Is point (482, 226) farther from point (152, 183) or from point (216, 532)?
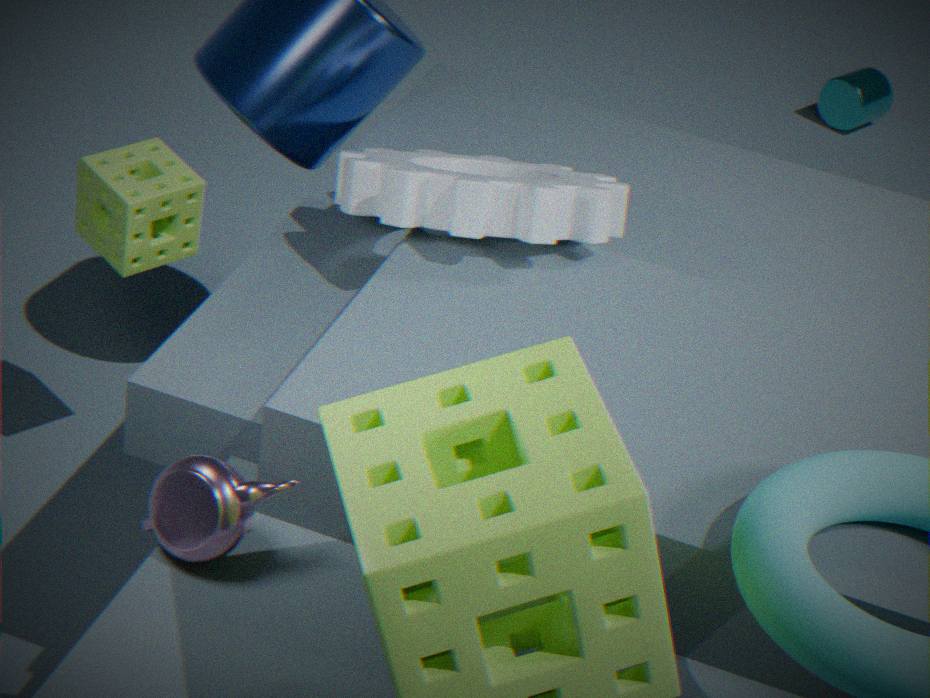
point (216, 532)
